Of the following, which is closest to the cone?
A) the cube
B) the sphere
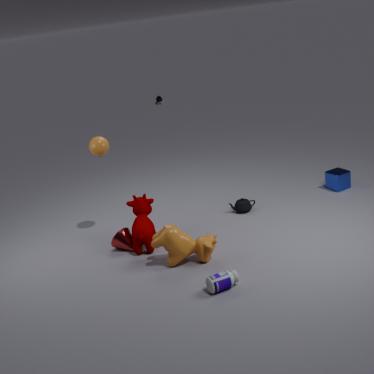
the sphere
